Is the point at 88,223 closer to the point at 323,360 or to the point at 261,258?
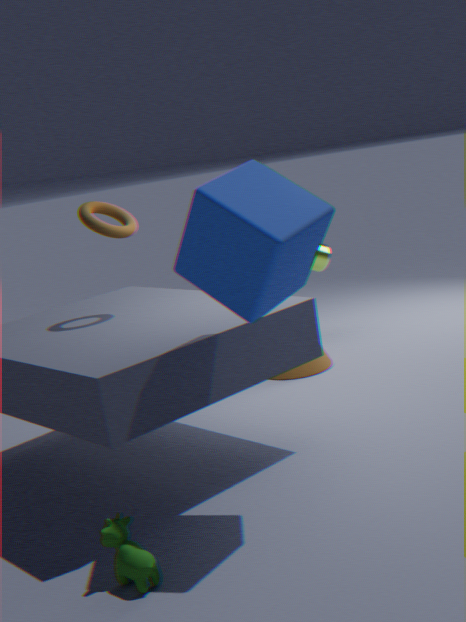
the point at 261,258
